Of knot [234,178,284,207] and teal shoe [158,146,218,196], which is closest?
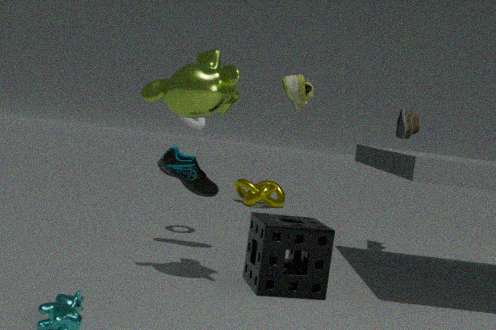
teal shoe [158,146,218,196]
